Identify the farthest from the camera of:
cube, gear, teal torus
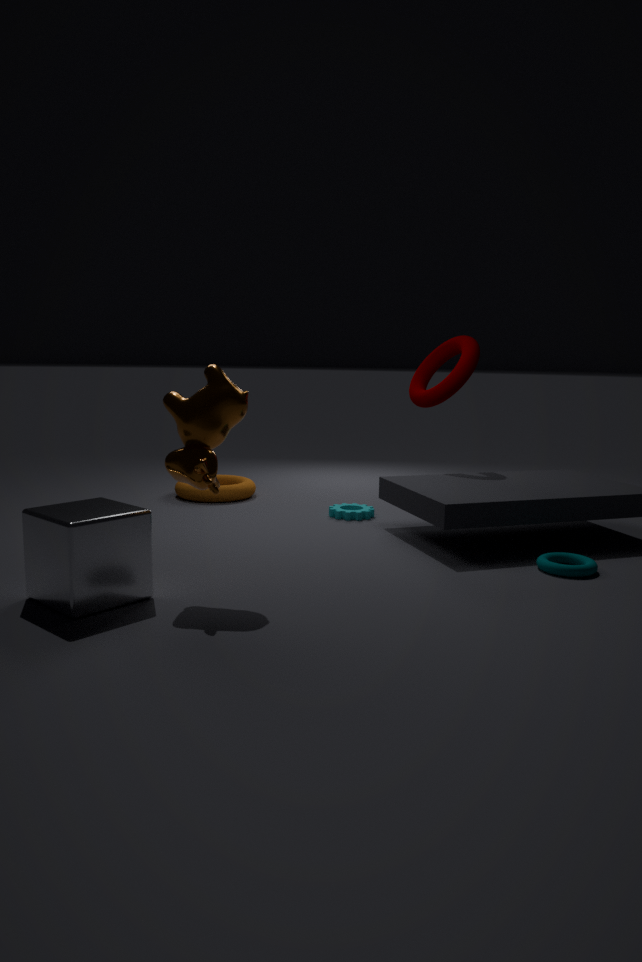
gear
